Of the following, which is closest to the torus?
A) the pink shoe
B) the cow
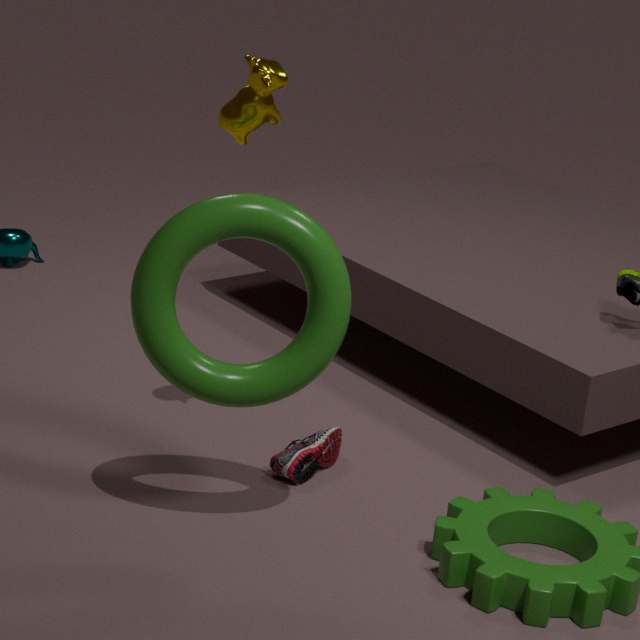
the cow
